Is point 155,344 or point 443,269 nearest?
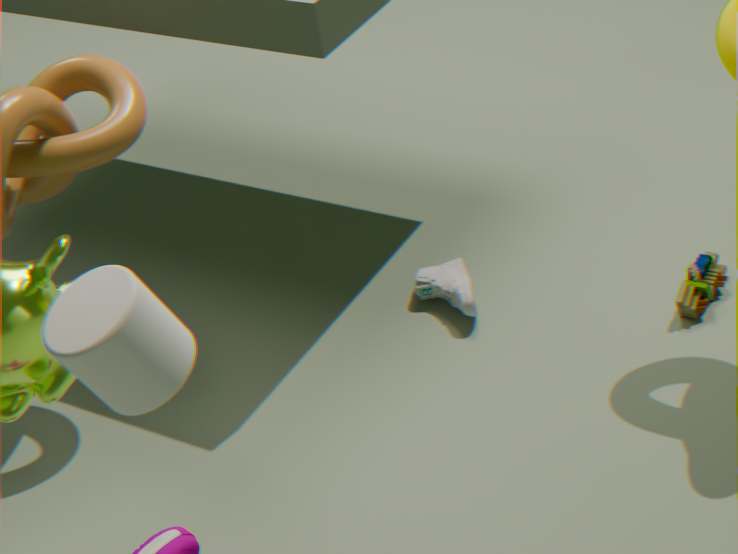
point 155,344
